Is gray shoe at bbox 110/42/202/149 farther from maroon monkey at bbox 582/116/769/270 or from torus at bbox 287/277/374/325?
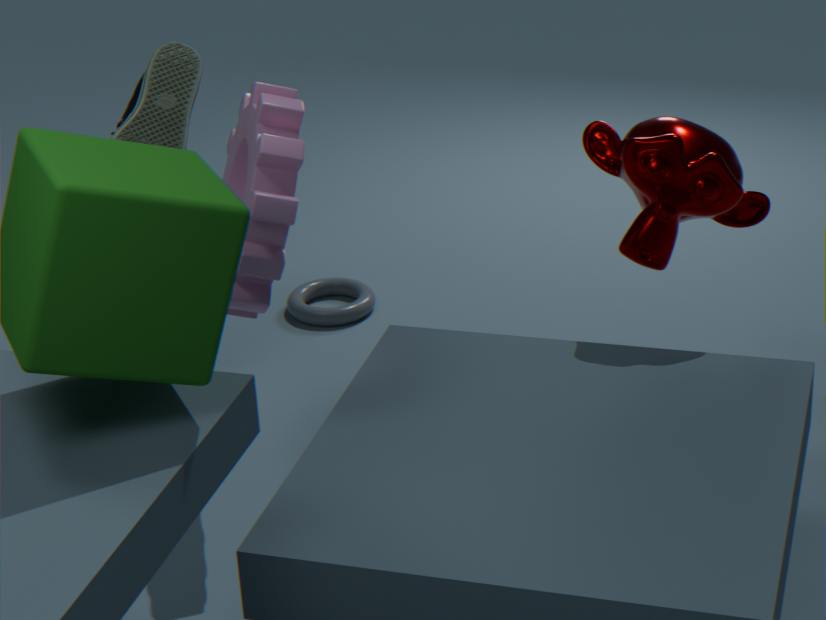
maroon monkey at bbox 582/116/769/270
